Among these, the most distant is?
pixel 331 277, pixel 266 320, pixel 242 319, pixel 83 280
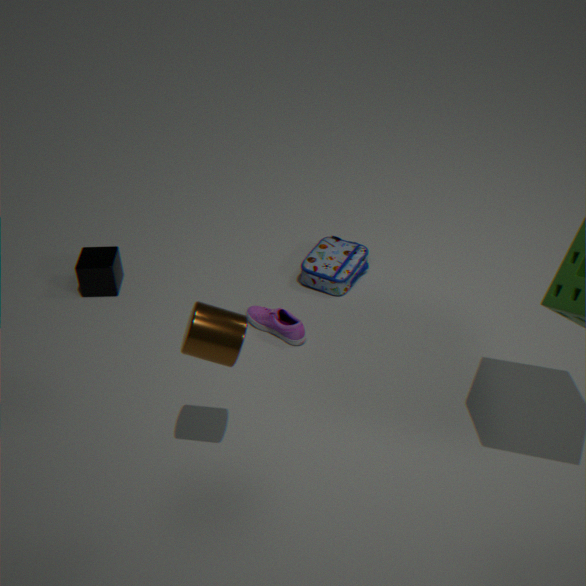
pixel 83 280
